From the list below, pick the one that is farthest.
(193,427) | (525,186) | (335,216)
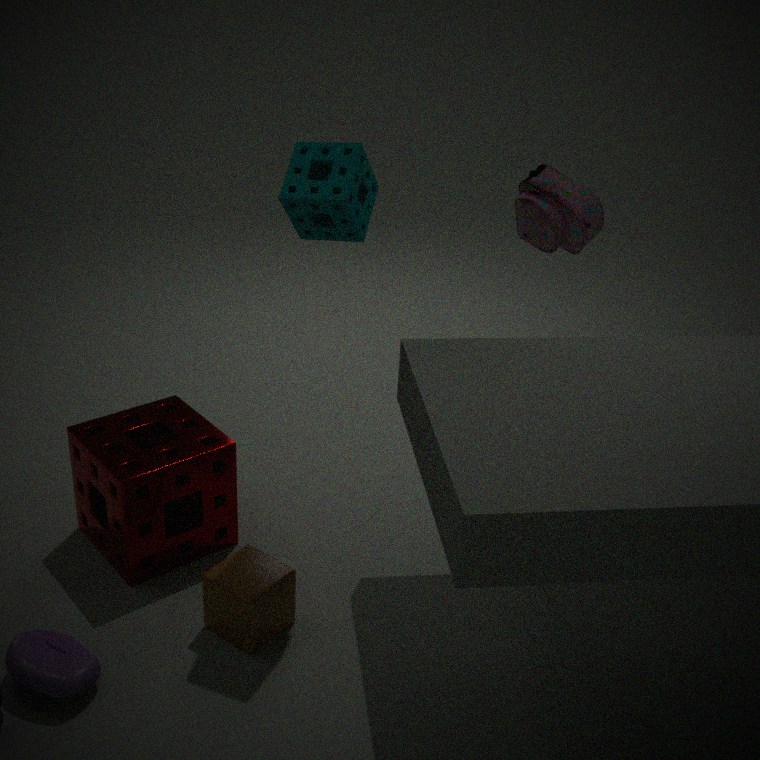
(525,186)
